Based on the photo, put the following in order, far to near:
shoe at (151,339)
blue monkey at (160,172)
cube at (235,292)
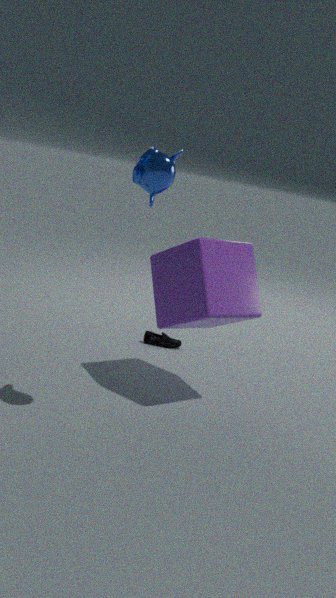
shoe at (151,339) < cube at (235,292) < blue monkey at (160,172)
